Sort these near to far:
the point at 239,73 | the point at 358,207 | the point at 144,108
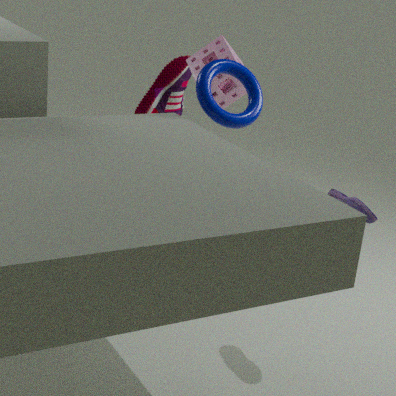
the point at 358,207 → the point at 239,73 → the point at 144,108
